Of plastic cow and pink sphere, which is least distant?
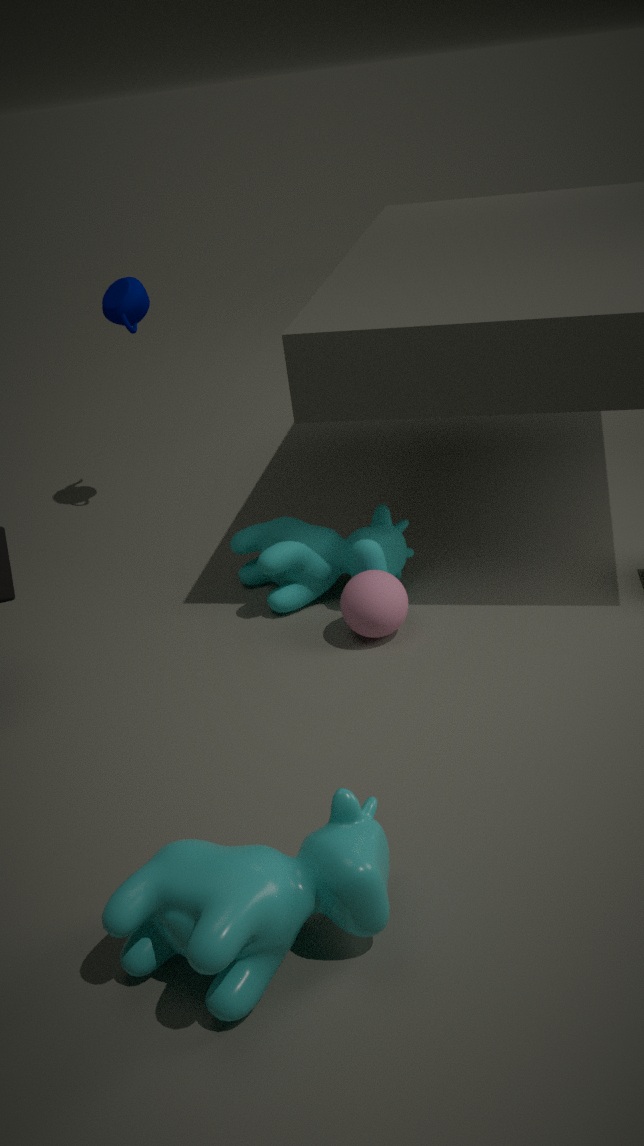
plastic cow
